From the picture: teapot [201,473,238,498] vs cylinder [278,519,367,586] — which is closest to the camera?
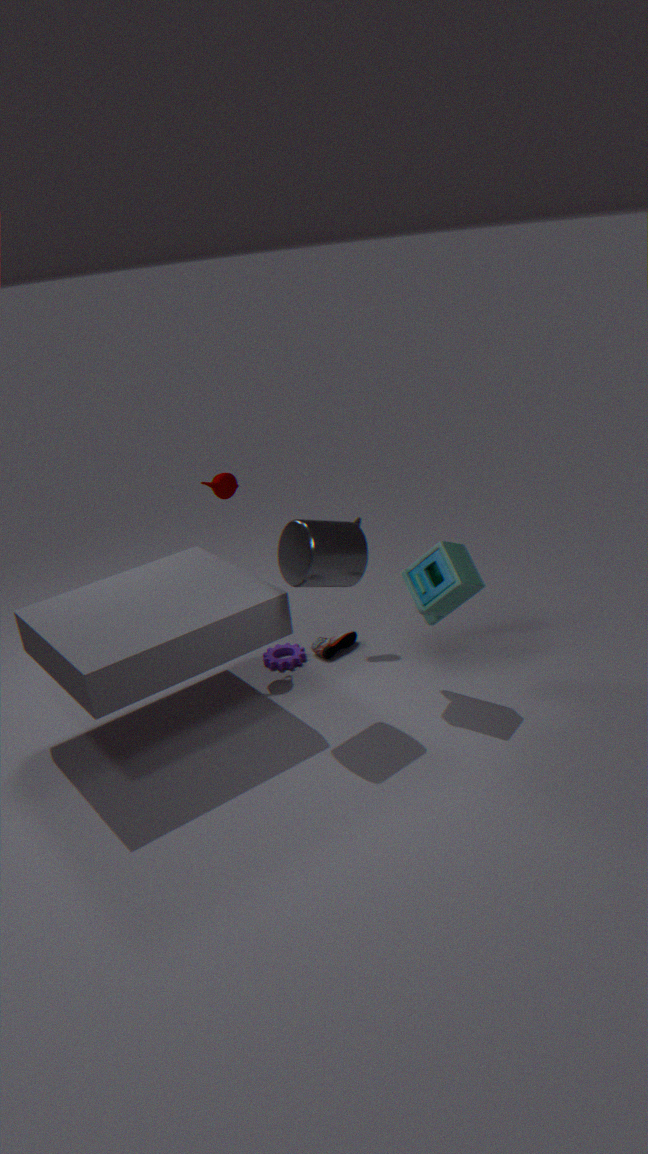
cylinder [278,519,367,586]
